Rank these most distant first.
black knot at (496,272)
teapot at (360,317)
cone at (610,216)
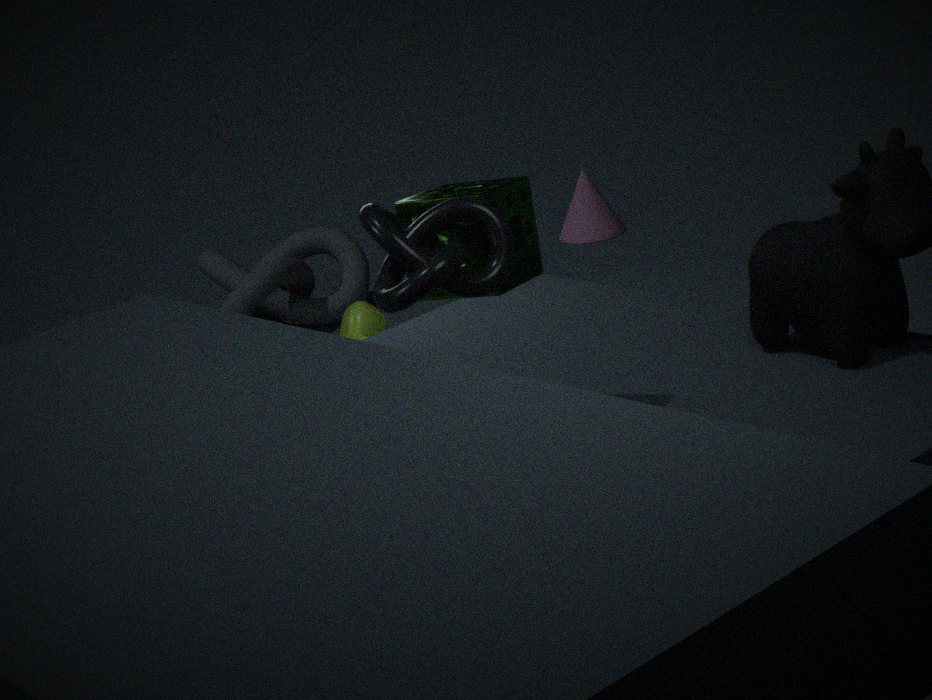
cone at (610,216) → teapot at (360,317) → black knot at (496,272)
